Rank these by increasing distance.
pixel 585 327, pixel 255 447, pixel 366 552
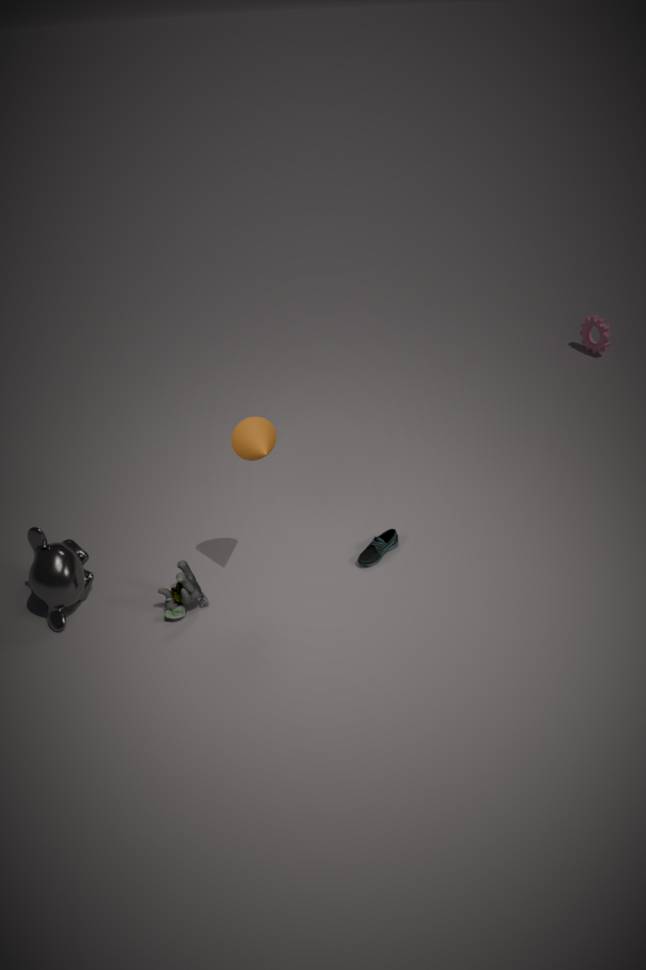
pixel 255 447, pixel 366 552, pixel 585 327
